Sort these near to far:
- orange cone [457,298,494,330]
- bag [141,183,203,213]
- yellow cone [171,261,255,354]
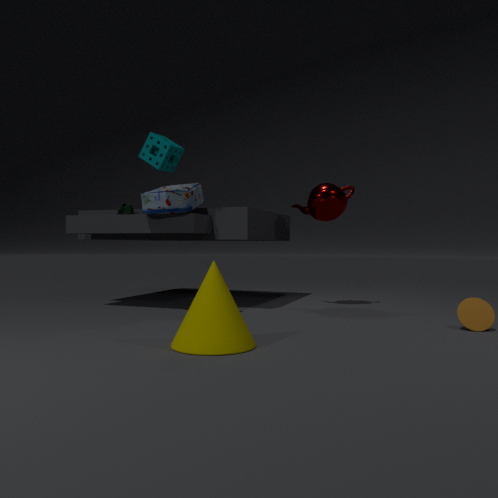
yellow cone [171,261,255,354] < orange cone [457,298,494,330] < bag [141,183,203,213]
